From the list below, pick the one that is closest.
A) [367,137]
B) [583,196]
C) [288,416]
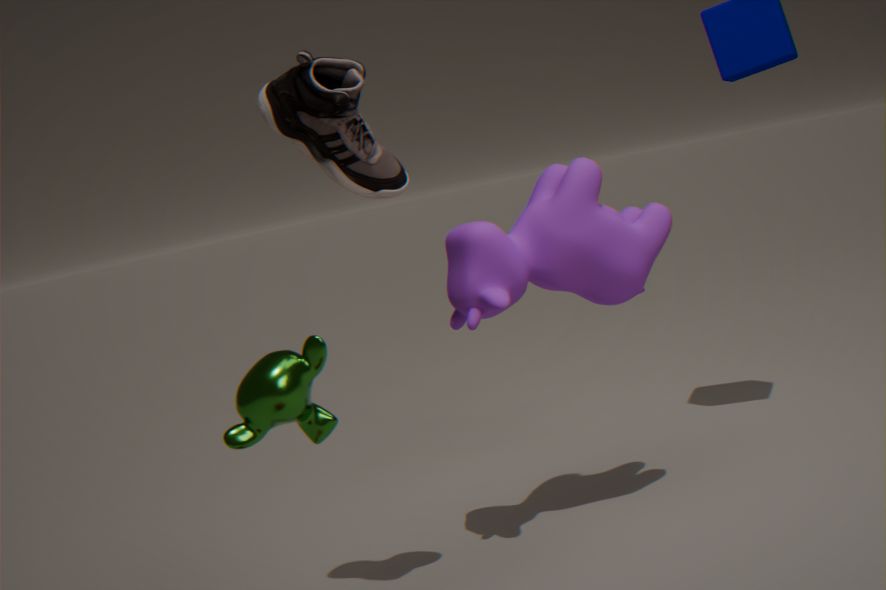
[288,416]
